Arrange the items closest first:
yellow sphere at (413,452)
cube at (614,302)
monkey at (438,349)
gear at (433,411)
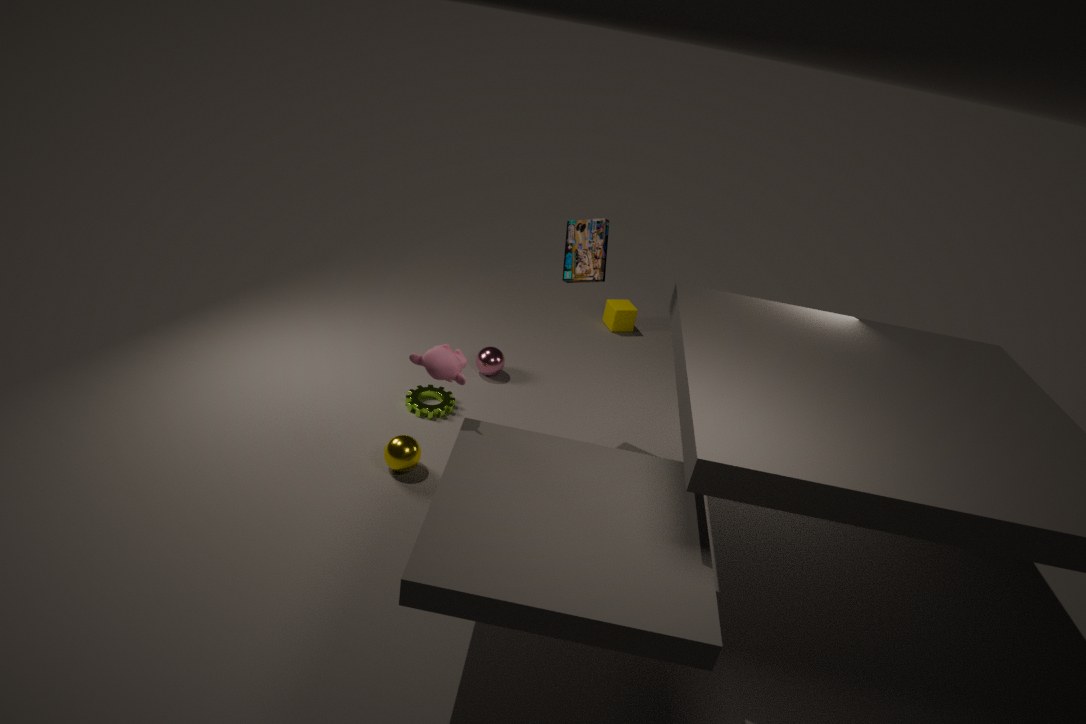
monkey at (438,349), yellow sphere at (413,452), gear at (433,411), cube at (614,302)
